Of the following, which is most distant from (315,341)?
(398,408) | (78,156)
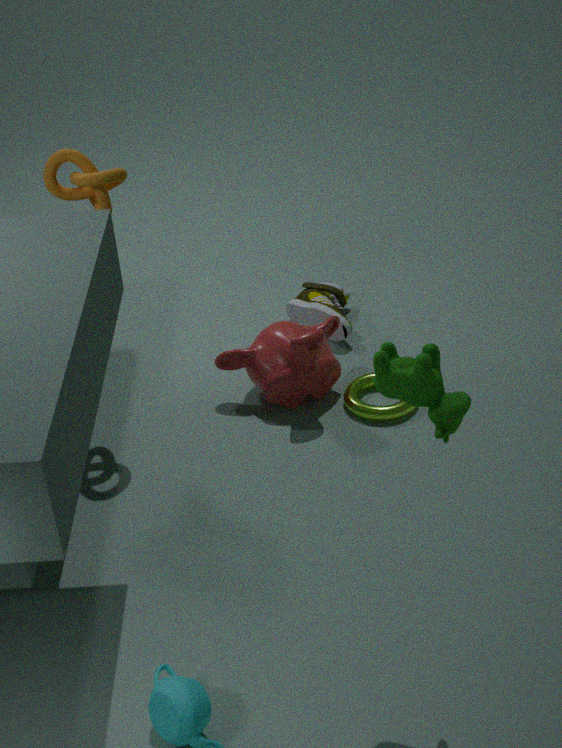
(78,156)
